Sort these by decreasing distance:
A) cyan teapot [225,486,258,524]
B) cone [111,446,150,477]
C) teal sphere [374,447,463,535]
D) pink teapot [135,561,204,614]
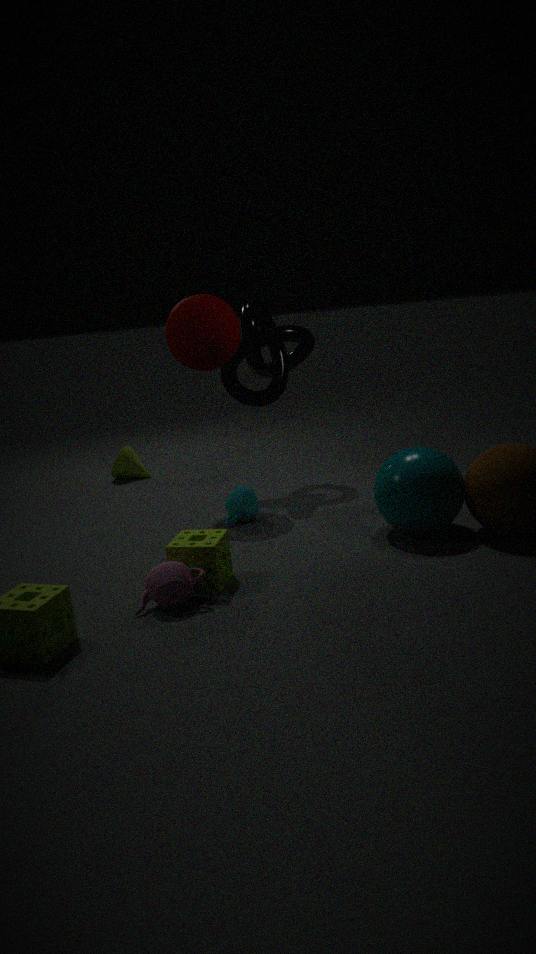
cone [111,446,150,477]
cyan teapot [225,486,258,524]
teal sphere [374,447,463,535]
pink teapot [135,561,204,614]
